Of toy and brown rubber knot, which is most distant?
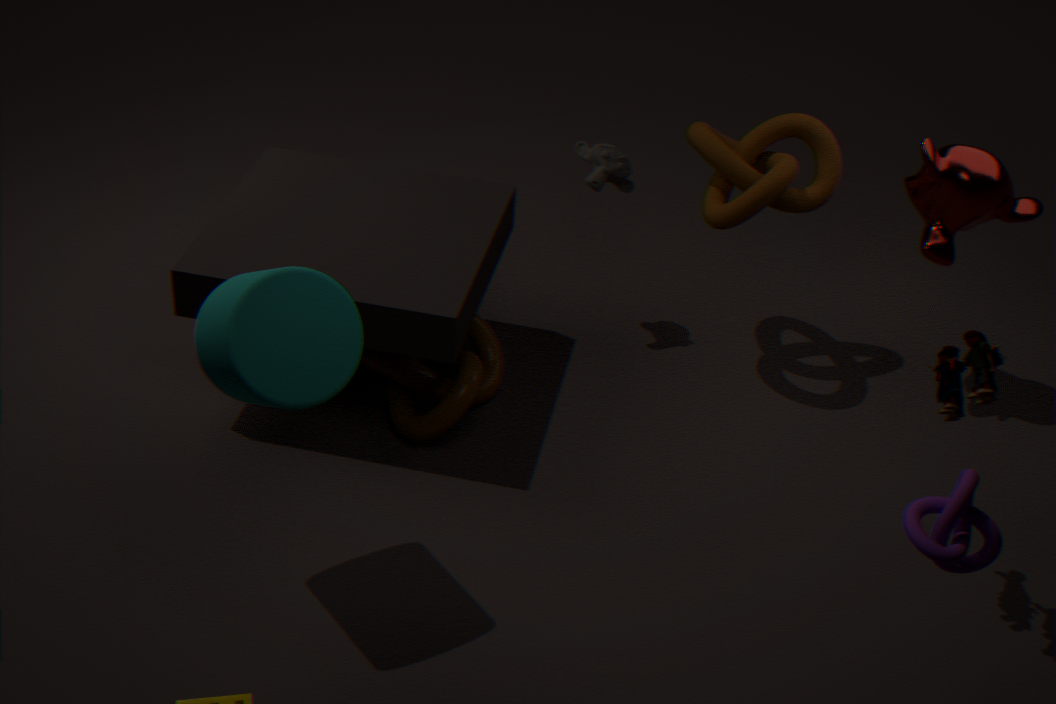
brown rubber knot
